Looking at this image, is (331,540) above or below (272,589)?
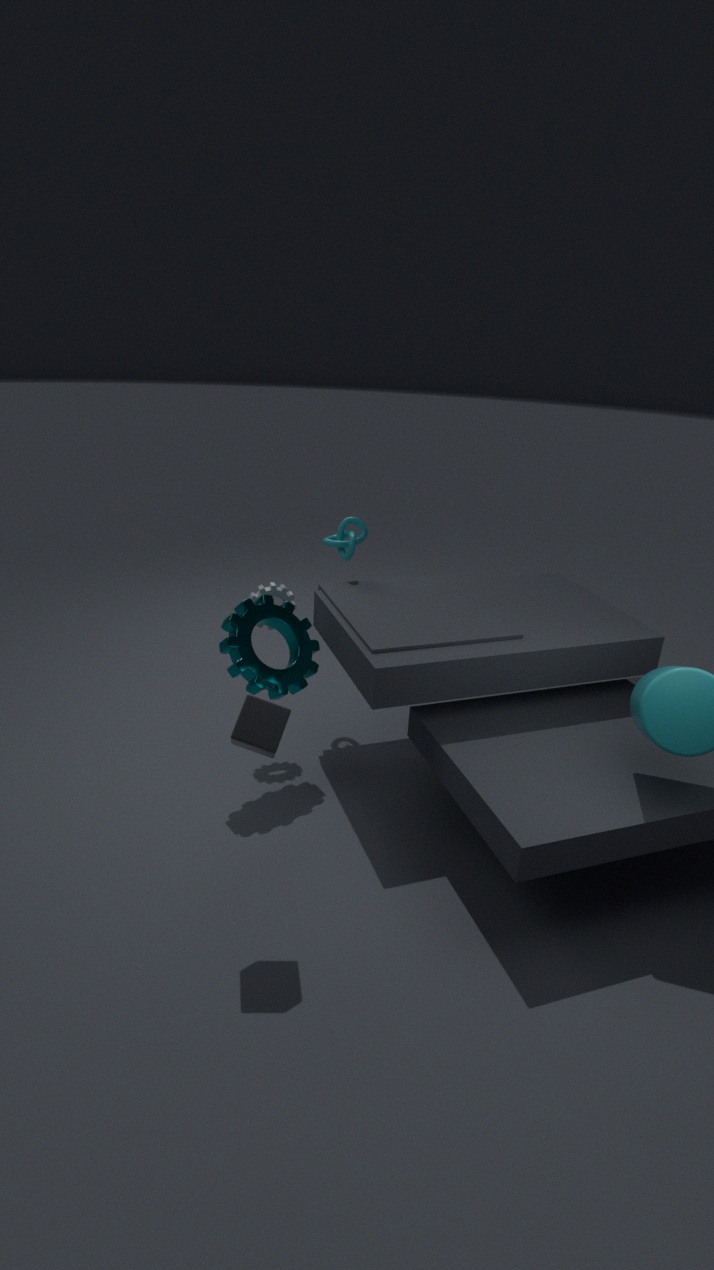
above
